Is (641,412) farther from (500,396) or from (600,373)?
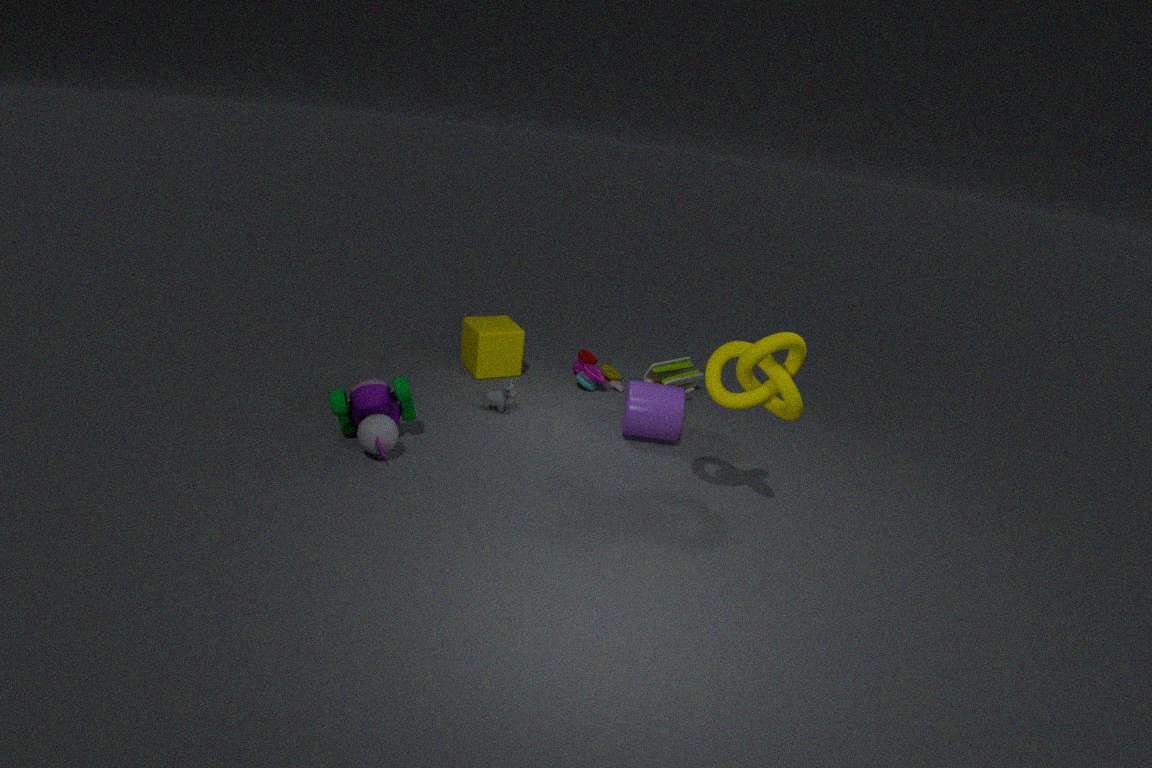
(500,396)
